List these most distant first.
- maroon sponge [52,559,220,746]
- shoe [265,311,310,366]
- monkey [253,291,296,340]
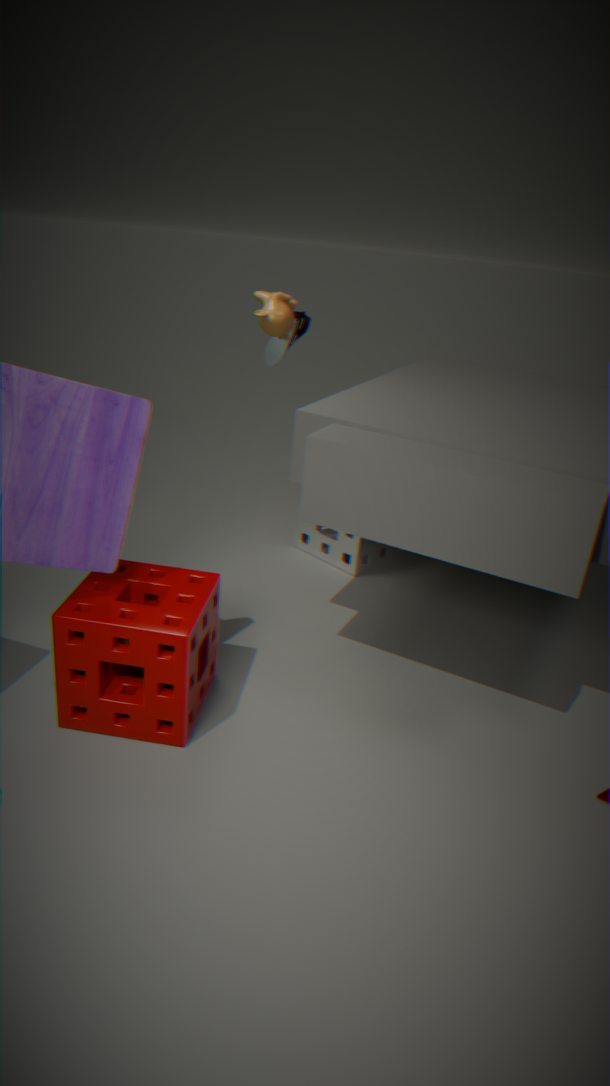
shoe [265,311,310,366] → monkey [253,291,296,340] → maroon sponge [52,559,220,746]
